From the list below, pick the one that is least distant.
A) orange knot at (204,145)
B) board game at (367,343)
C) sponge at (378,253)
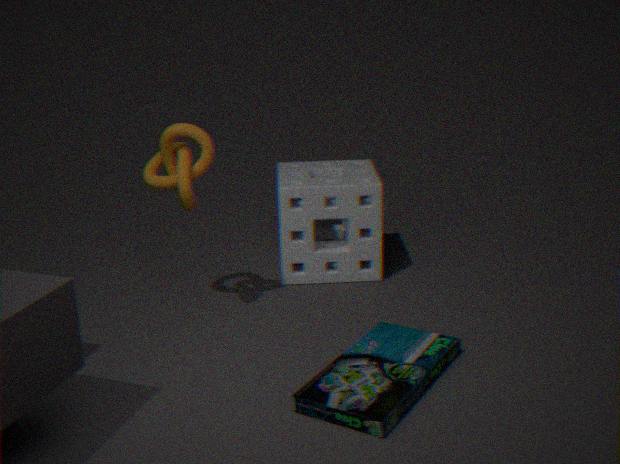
board game at (367,343)
